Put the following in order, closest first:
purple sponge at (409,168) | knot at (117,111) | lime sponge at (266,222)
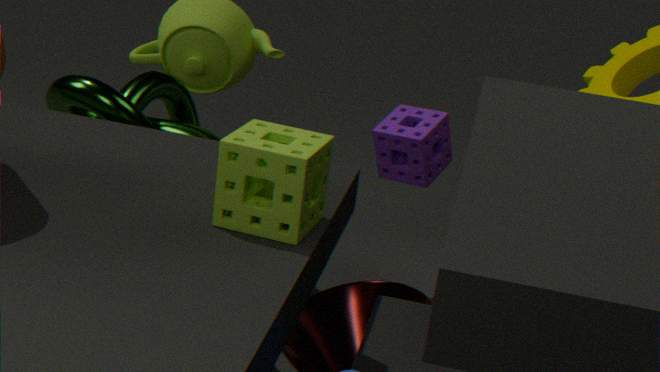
lime sponge at (266,222)
knot at (117,111)
purple sponge at (409,168)
